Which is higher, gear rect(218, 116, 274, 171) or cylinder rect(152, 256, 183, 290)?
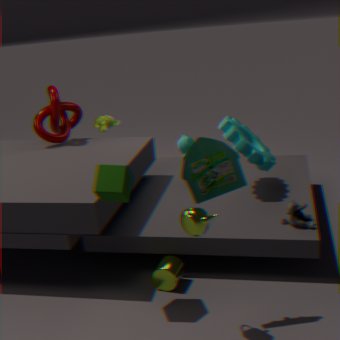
A: gear rect(218, 116, 274, 171)
